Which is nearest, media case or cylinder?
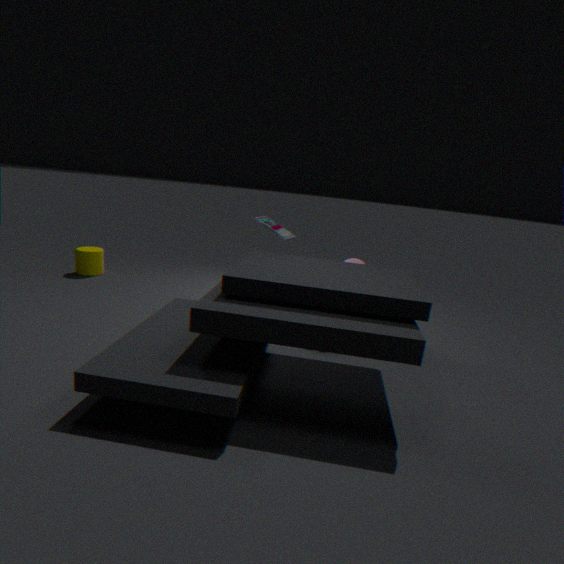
media case
